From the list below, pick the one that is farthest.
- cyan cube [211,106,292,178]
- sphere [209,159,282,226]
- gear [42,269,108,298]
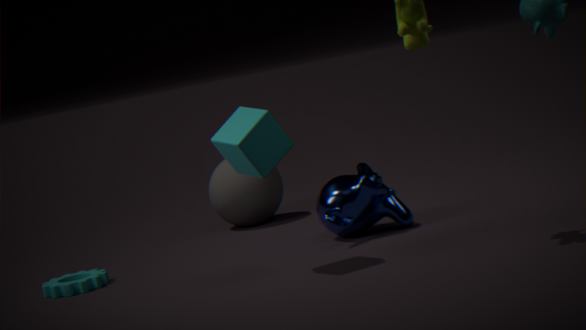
sphere [209,159,282,226]
